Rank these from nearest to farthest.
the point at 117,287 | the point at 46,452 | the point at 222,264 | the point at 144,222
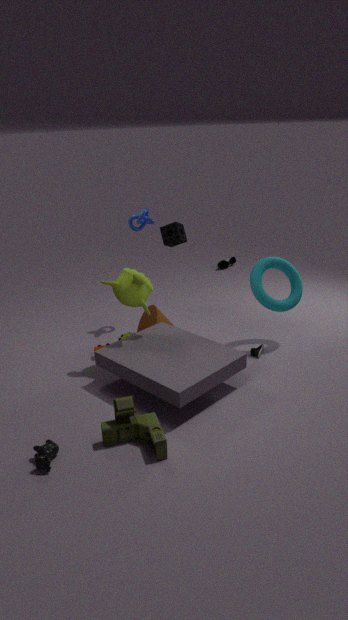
the point at 46,452
the point at 117,287
the point at 144,222
the point at 222,264
